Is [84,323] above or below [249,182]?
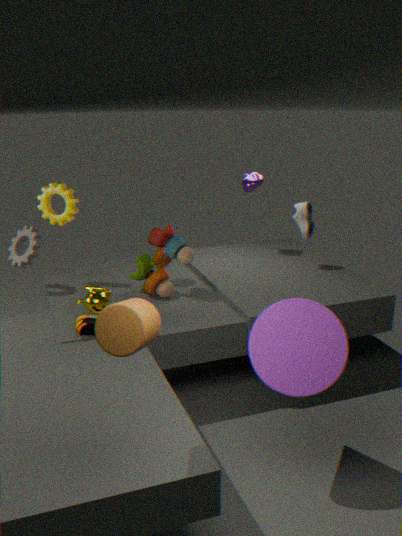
below
